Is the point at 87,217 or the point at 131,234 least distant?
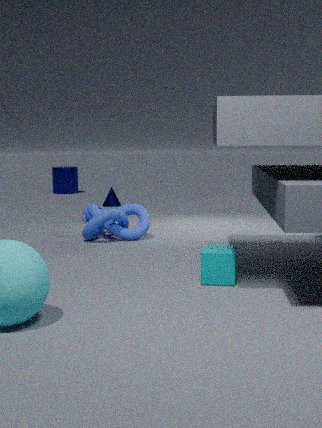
the point at 131,234
